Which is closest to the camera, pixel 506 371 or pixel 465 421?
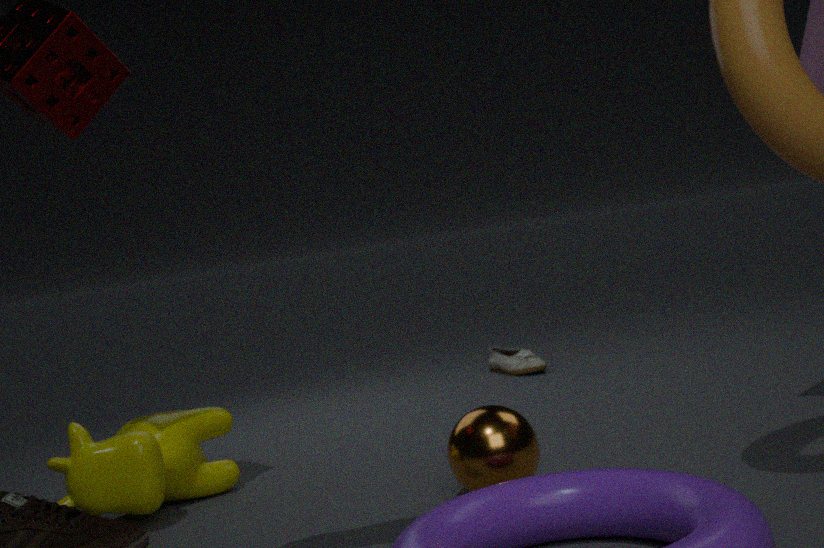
pixel 465 421
